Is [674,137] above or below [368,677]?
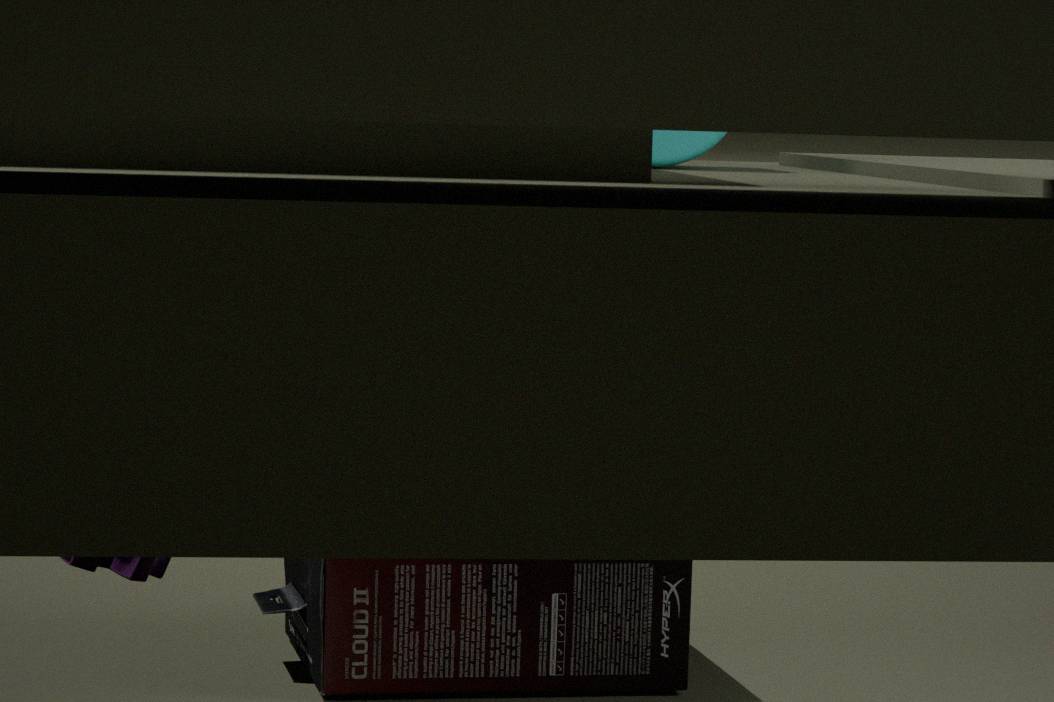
above
